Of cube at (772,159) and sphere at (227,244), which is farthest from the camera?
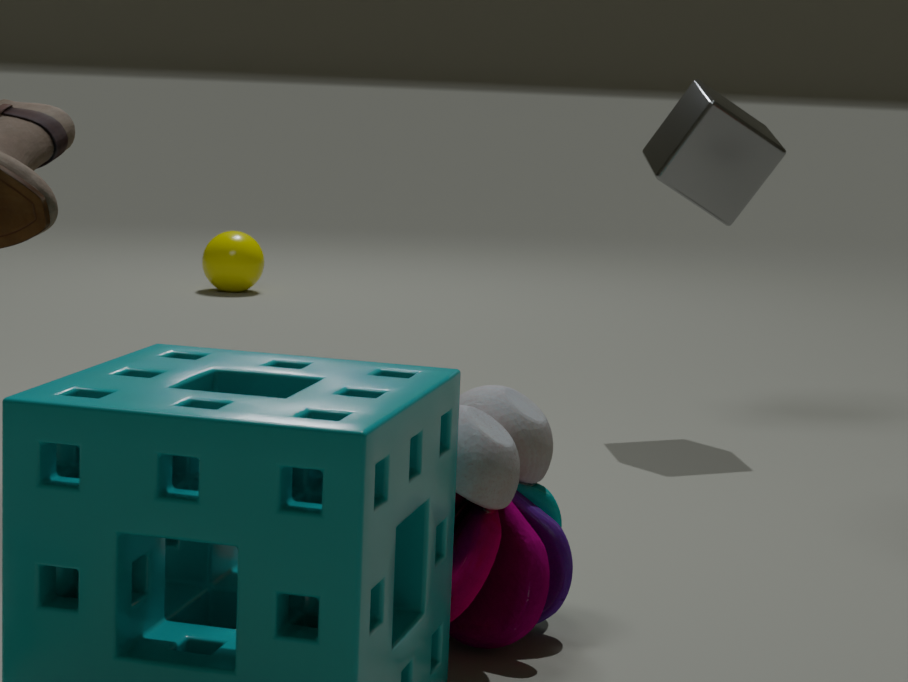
sphere at (227,244)
